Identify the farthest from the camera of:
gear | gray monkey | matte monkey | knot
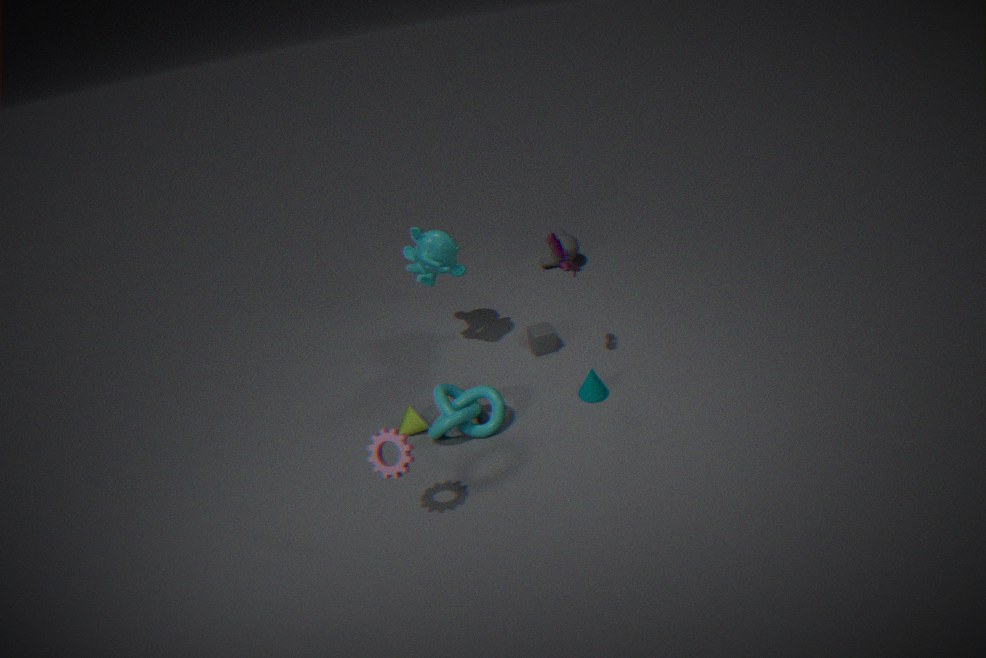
gray monkey
